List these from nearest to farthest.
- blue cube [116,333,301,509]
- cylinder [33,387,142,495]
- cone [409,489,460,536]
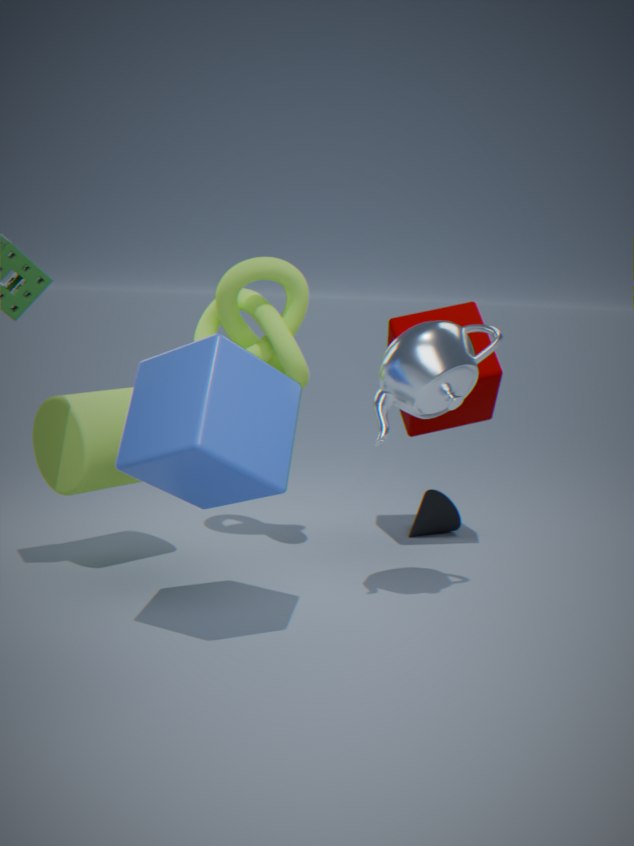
blue cube [116,333,301,509], cylinder [33,387,142,495], cone [409,489,460,536]
